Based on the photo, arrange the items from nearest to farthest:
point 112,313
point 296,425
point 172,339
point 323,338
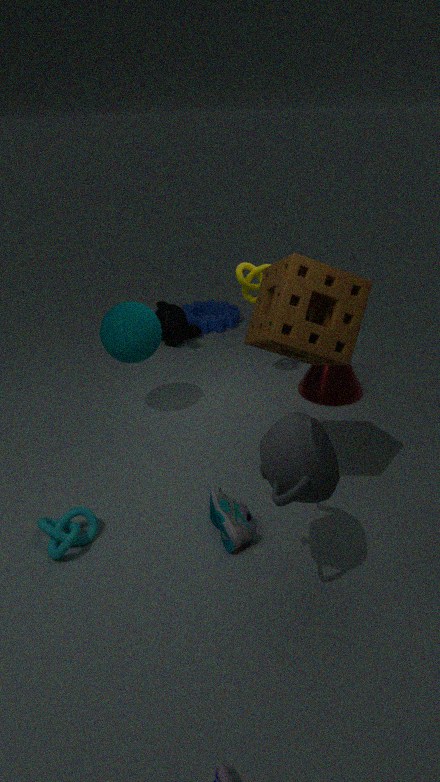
1. point 296,425
2. point 323,338
3. point 112,313
4. point 172,339
